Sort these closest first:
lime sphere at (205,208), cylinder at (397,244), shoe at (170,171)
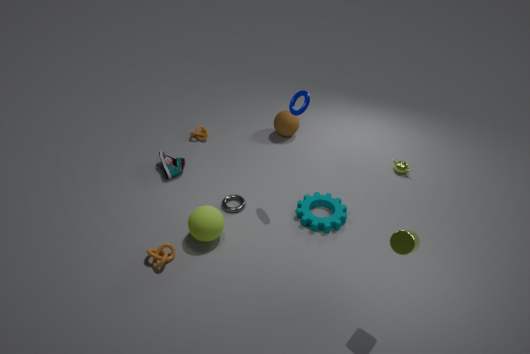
cylinder at (397,244)
lime sphere at (205,208)
shoe at (170,171)
